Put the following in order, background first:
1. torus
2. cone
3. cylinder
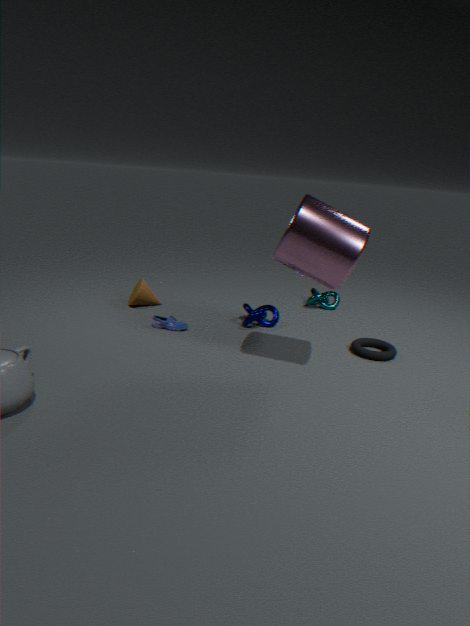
cone
torus
cylinder
